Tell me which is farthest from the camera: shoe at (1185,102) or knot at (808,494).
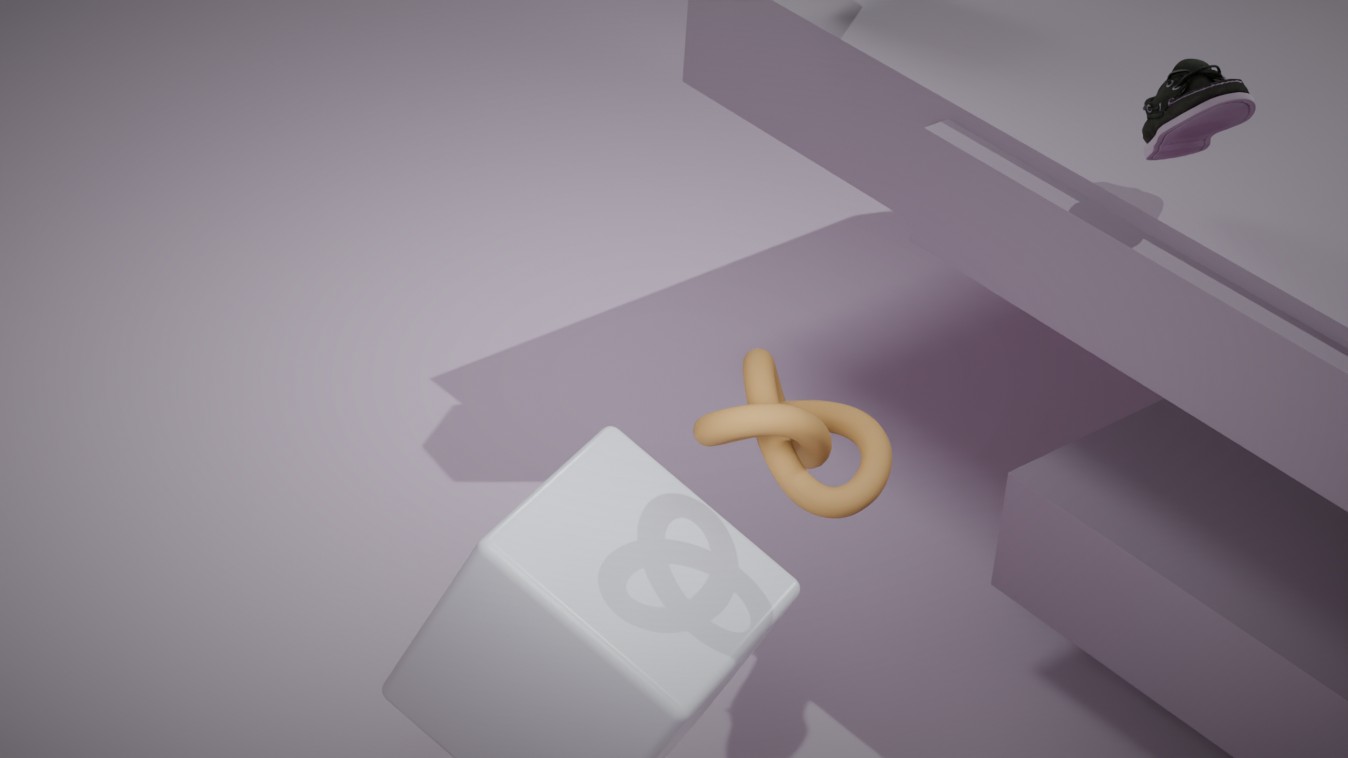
shoe at (1185,102)
